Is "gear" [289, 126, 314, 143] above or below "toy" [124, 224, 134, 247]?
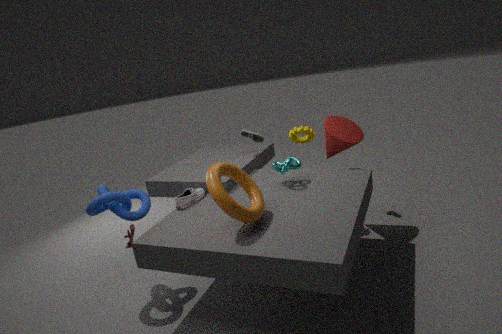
above
